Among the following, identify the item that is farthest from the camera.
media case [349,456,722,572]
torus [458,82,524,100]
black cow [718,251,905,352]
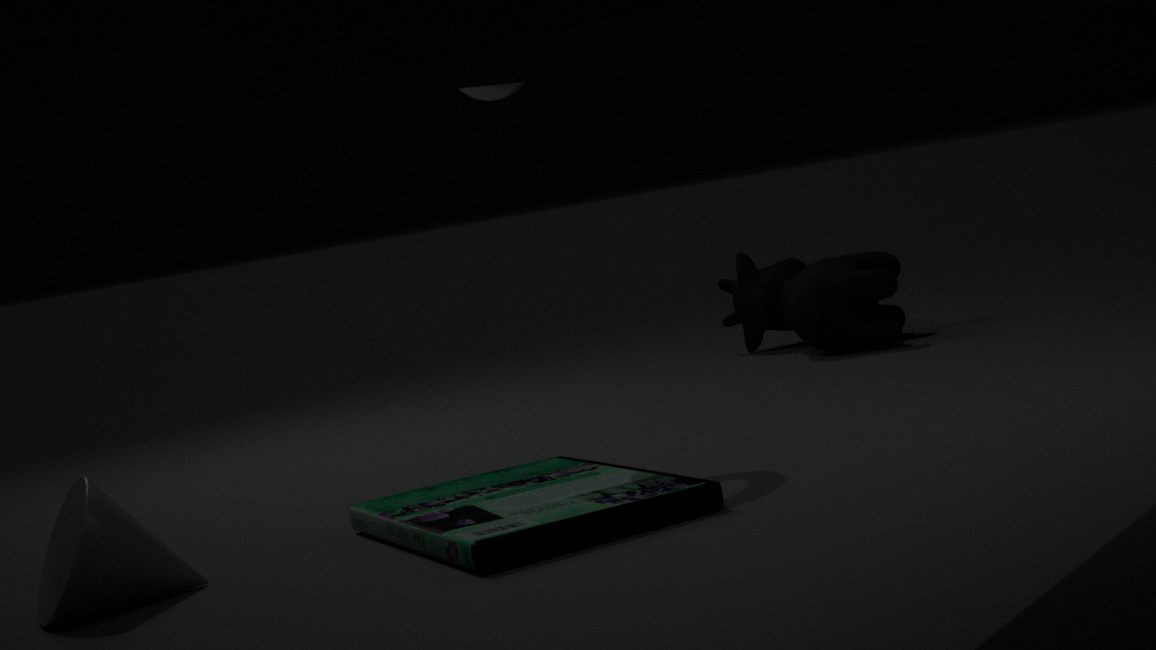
black cow [718,251,905,352]
